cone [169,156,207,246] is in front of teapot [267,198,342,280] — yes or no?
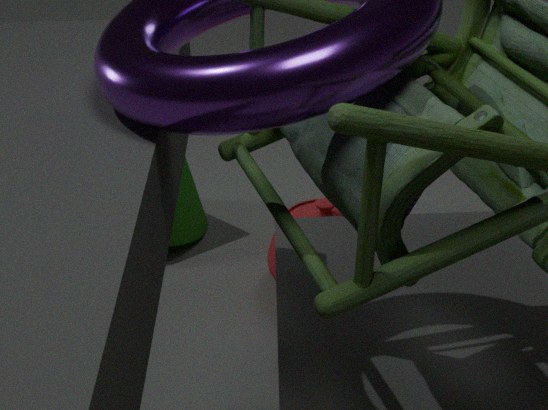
No
